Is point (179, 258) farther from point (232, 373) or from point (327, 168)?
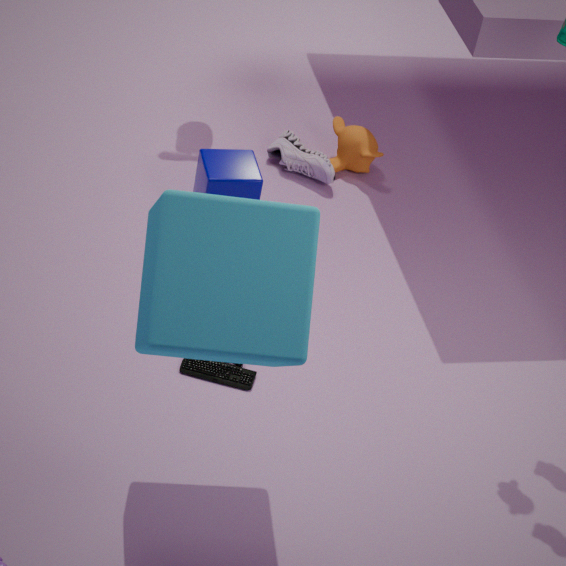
point (327, 168)
